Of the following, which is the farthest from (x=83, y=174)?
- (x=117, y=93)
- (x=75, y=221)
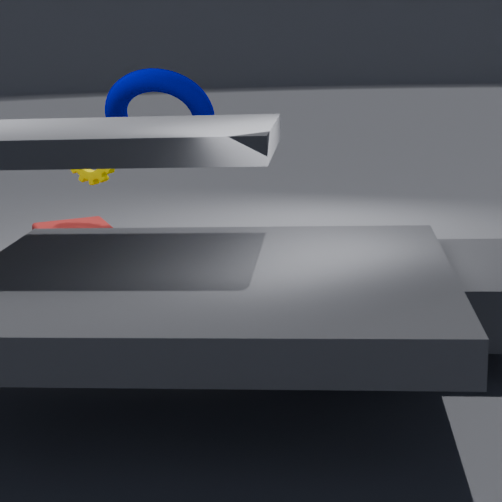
(x=75, y=221)
